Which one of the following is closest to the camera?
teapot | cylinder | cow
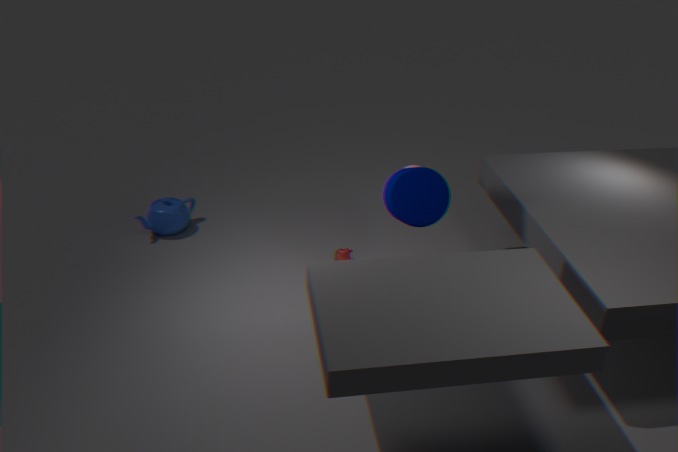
cylinder
